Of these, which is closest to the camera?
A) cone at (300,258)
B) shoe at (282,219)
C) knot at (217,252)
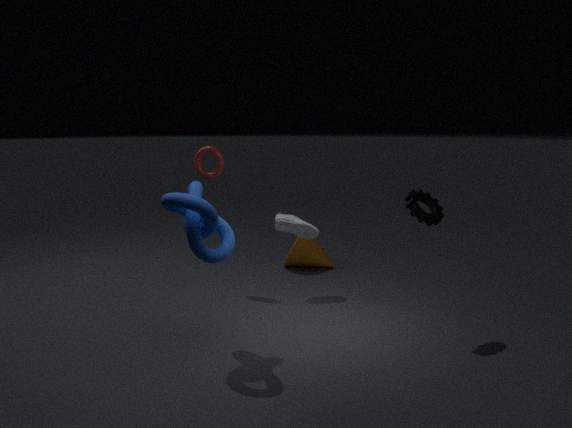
knot at (217,252)
